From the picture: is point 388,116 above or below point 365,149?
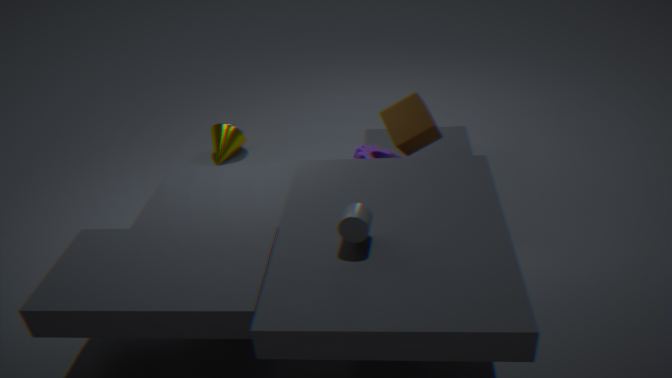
above
